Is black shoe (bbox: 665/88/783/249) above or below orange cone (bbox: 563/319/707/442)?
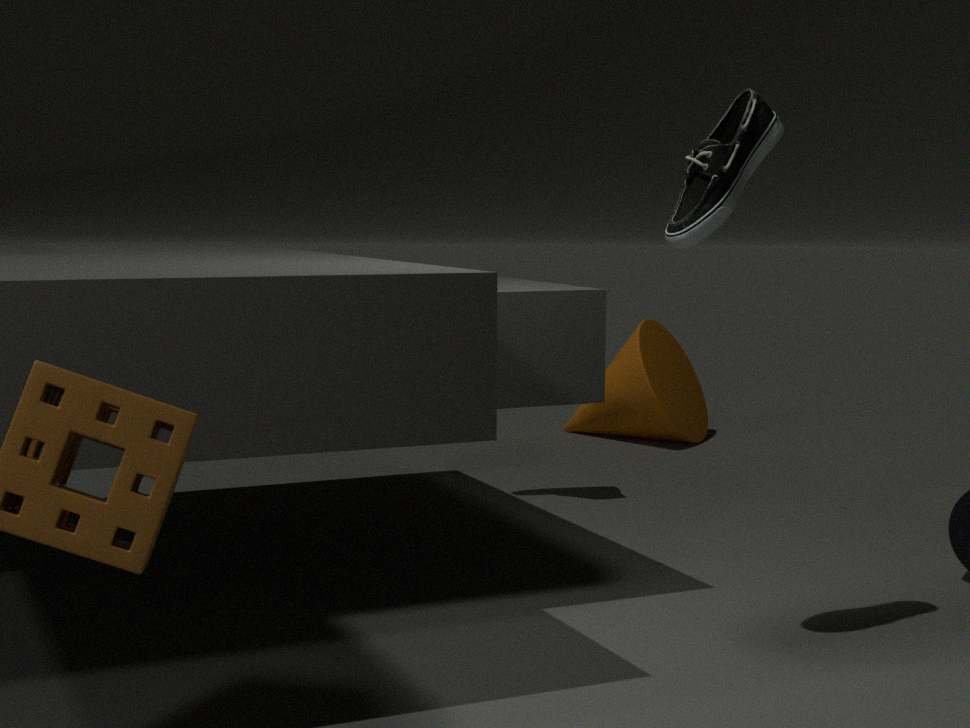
above
